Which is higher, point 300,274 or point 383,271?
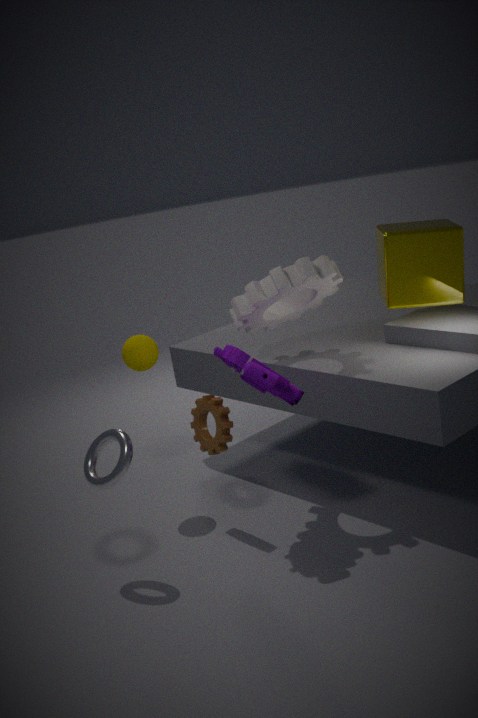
point 383,271
